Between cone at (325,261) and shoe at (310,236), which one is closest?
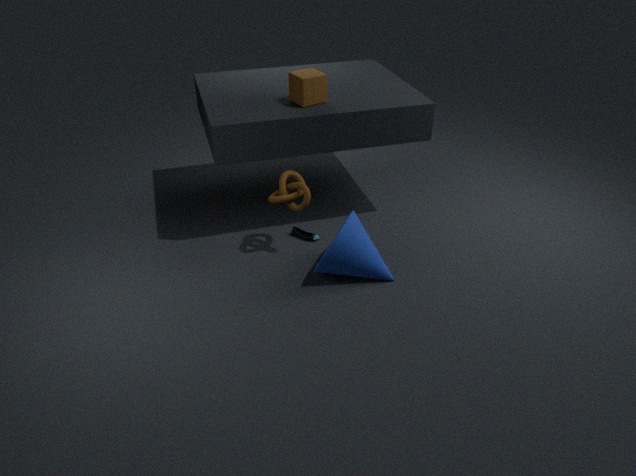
cone at (325,261)
